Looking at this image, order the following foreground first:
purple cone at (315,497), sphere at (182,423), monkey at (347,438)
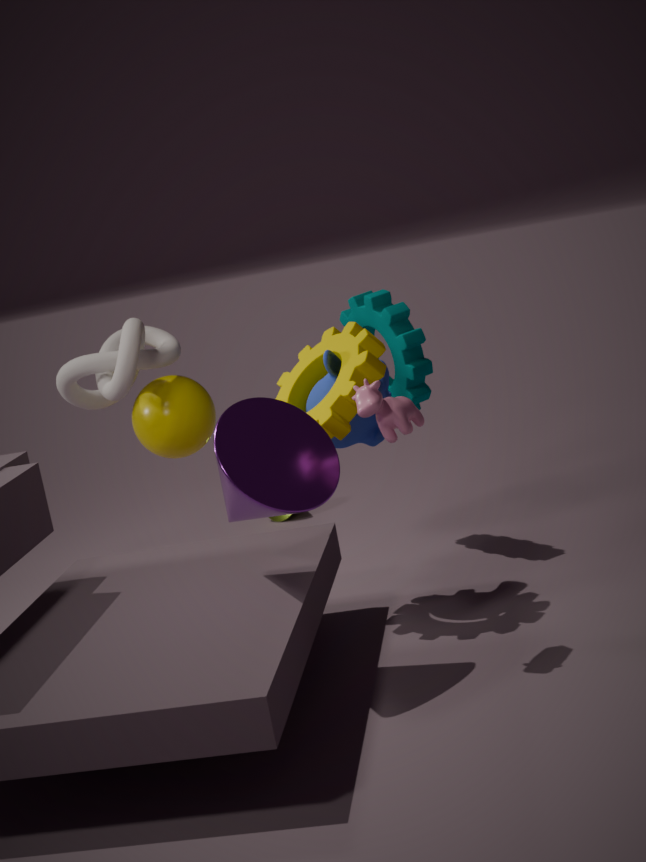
purple cone at (315,497) → monkey at (347,438) → sphere at (182,423)
